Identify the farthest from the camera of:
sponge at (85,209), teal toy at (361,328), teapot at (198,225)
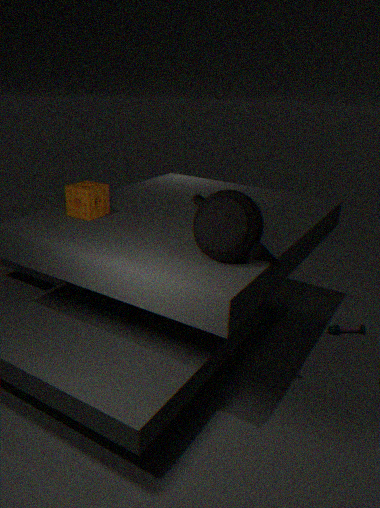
teal toy at (361,328)
